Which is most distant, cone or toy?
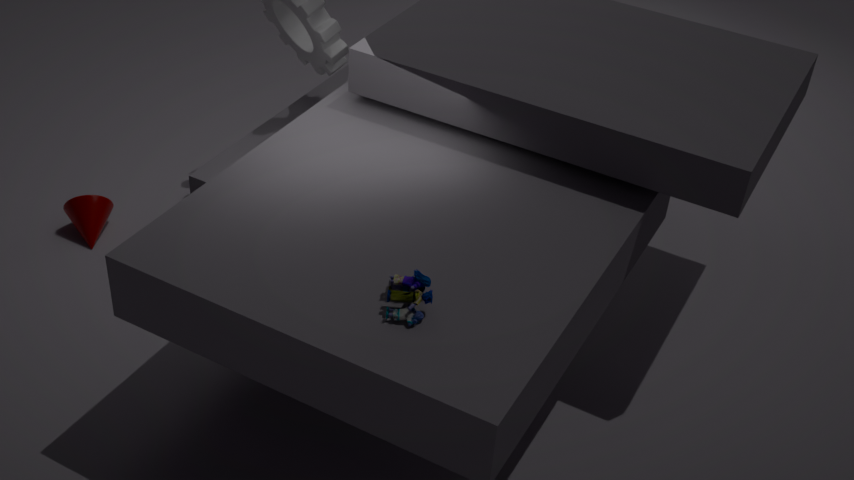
cone
